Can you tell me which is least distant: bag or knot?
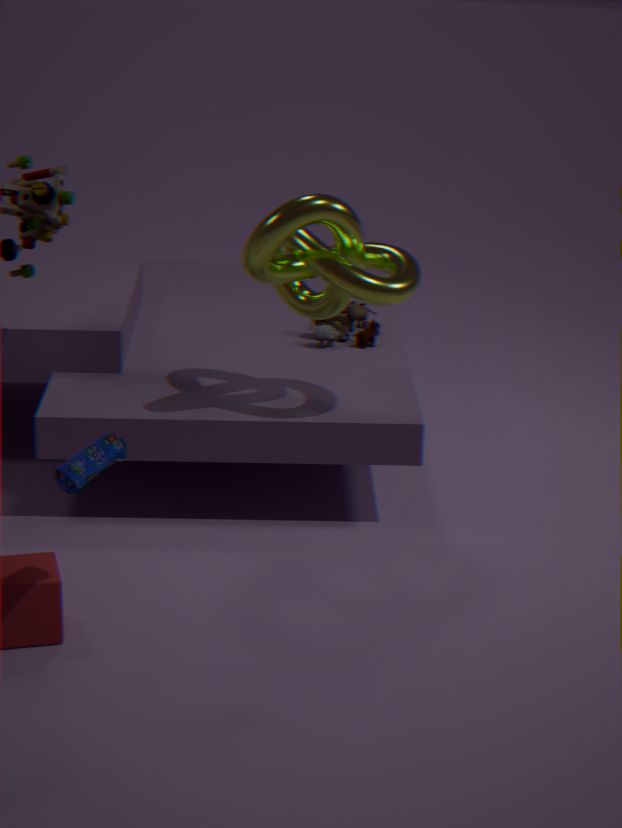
bag
